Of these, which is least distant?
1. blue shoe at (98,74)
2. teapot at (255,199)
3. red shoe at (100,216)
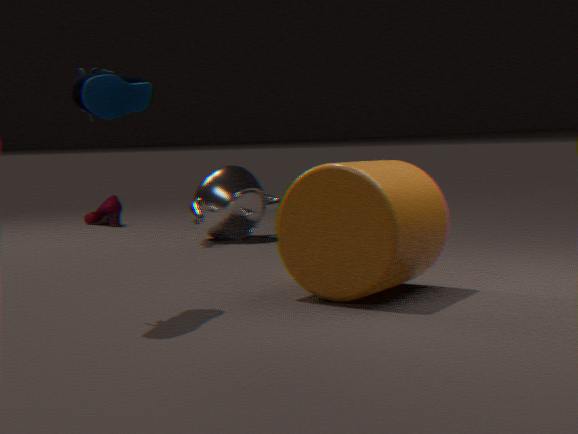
blue shoe at (98,74)
